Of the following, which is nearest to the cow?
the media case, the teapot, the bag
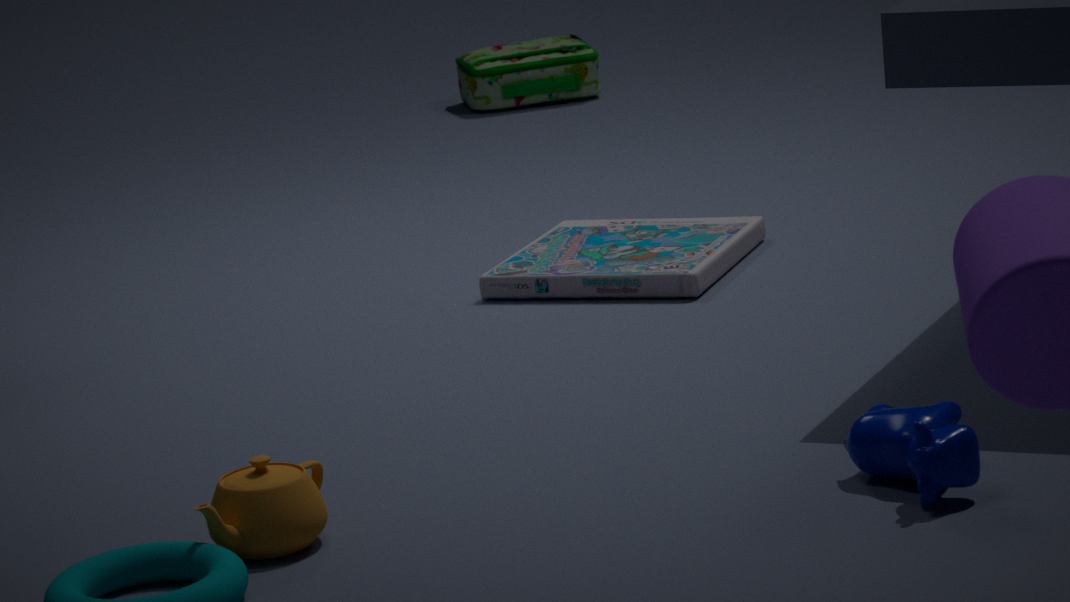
the teapot
